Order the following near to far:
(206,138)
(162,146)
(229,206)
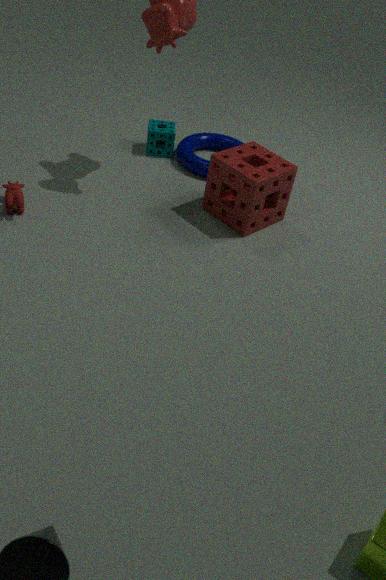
(229,206)
(162,146)
(206,138)
